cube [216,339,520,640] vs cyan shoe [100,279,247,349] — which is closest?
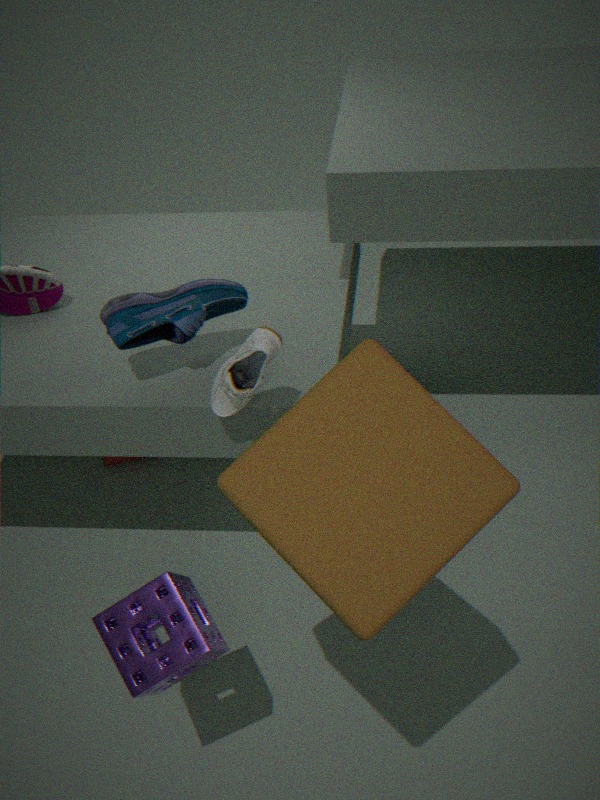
cube [216,339,520,640]
